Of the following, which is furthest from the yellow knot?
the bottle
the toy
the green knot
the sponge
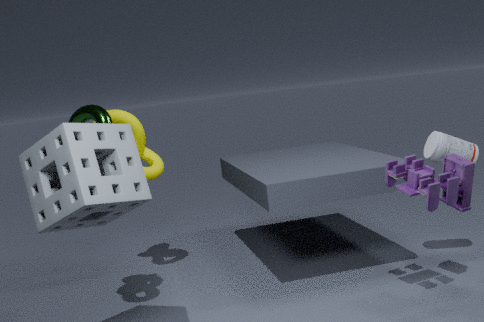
the bottle
